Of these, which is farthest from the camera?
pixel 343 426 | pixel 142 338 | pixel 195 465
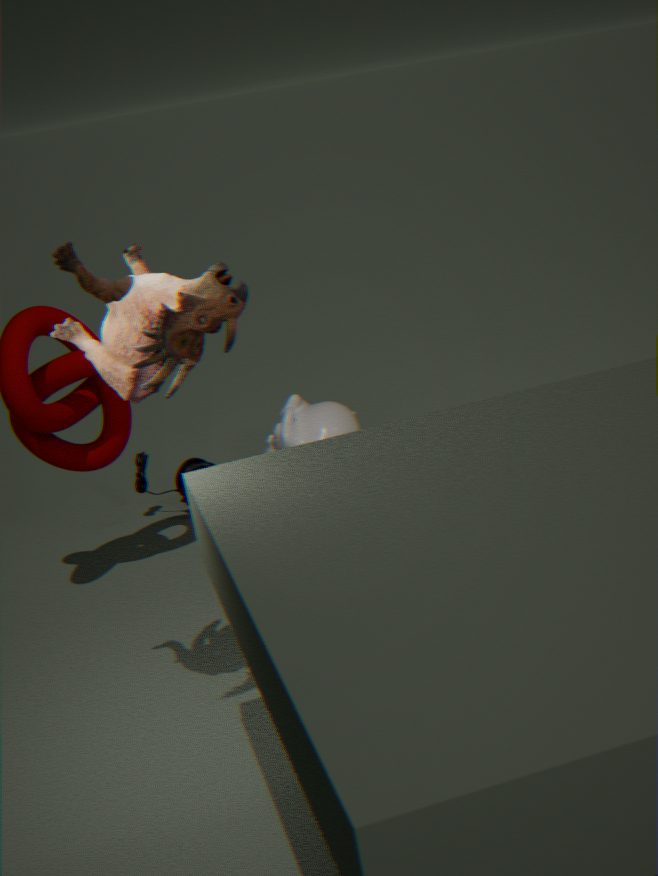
pixel 195 465
